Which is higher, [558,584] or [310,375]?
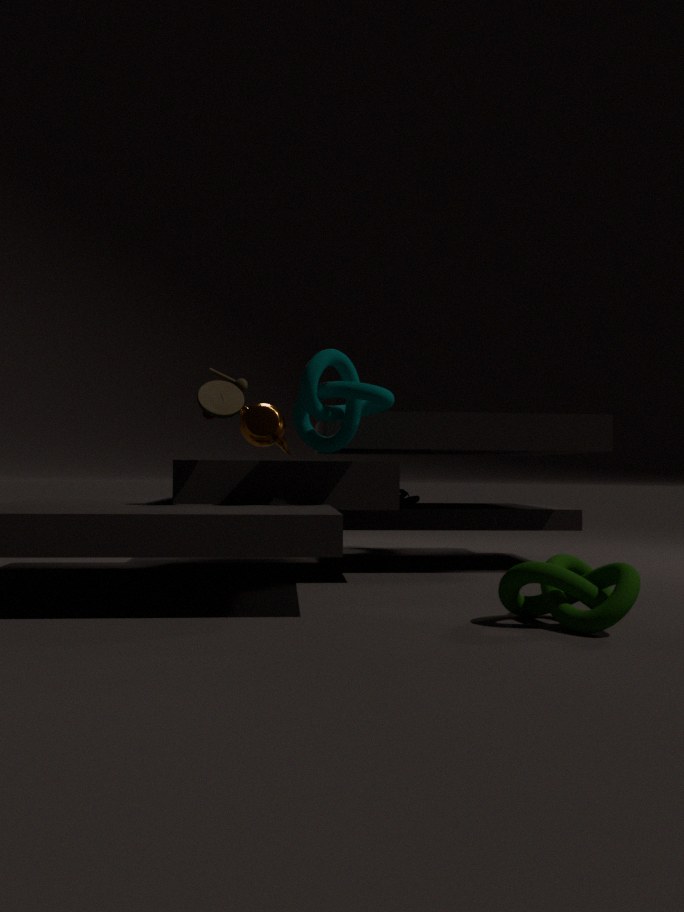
[310,375]
